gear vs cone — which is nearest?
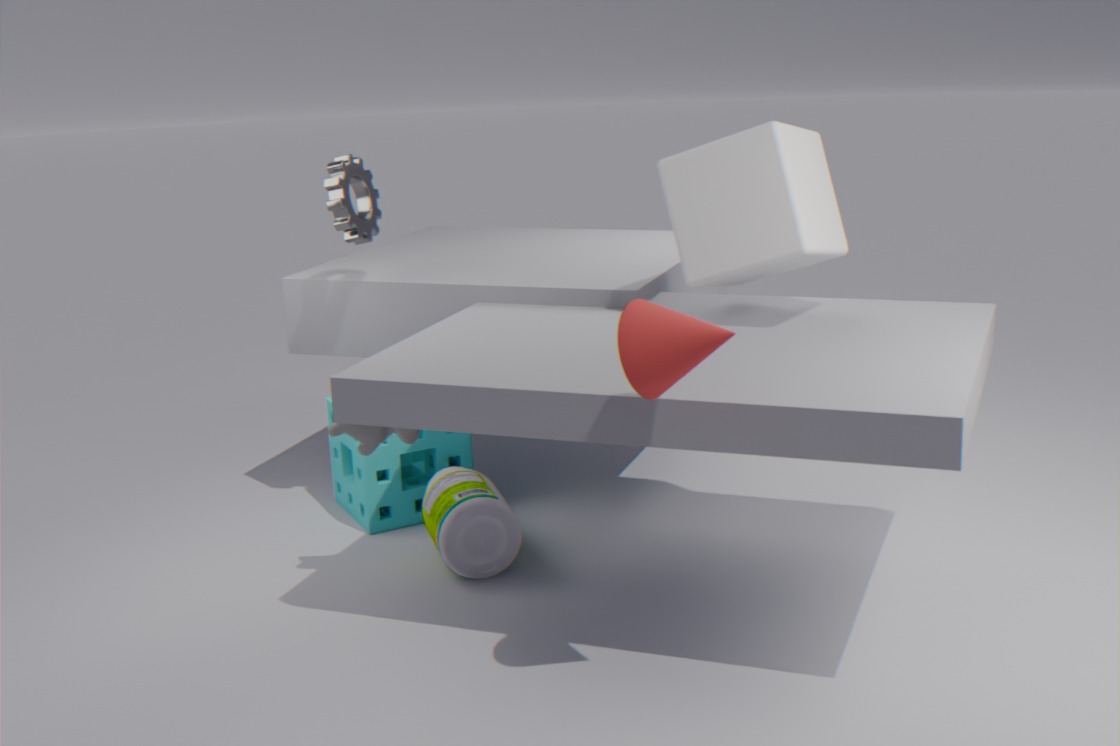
cone
